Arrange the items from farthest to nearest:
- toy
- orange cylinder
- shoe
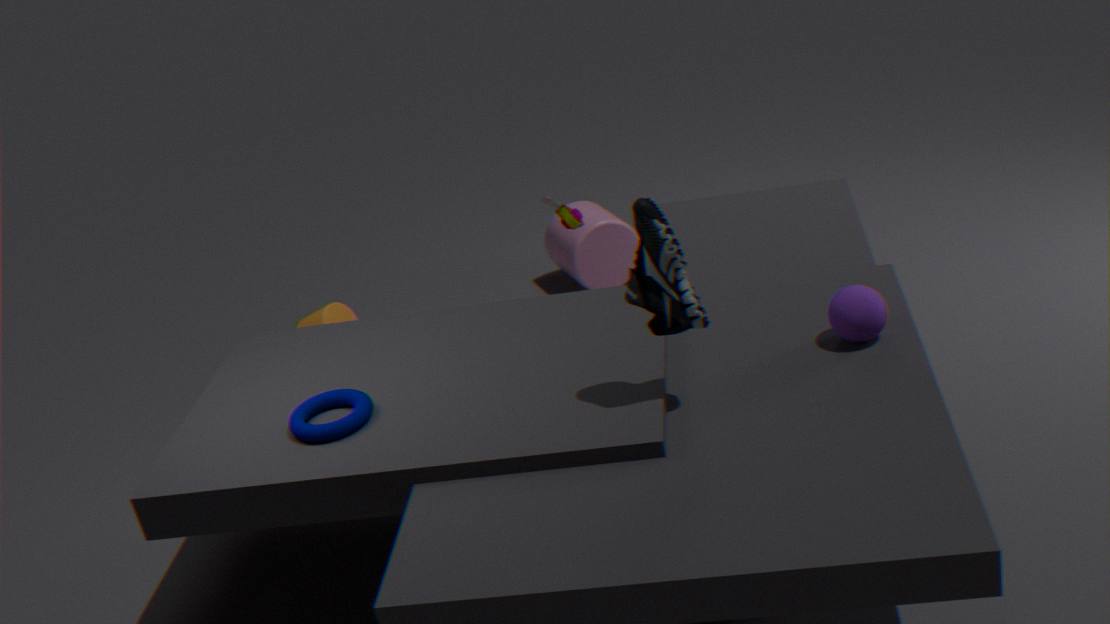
toy → orange cylinder → shoe
